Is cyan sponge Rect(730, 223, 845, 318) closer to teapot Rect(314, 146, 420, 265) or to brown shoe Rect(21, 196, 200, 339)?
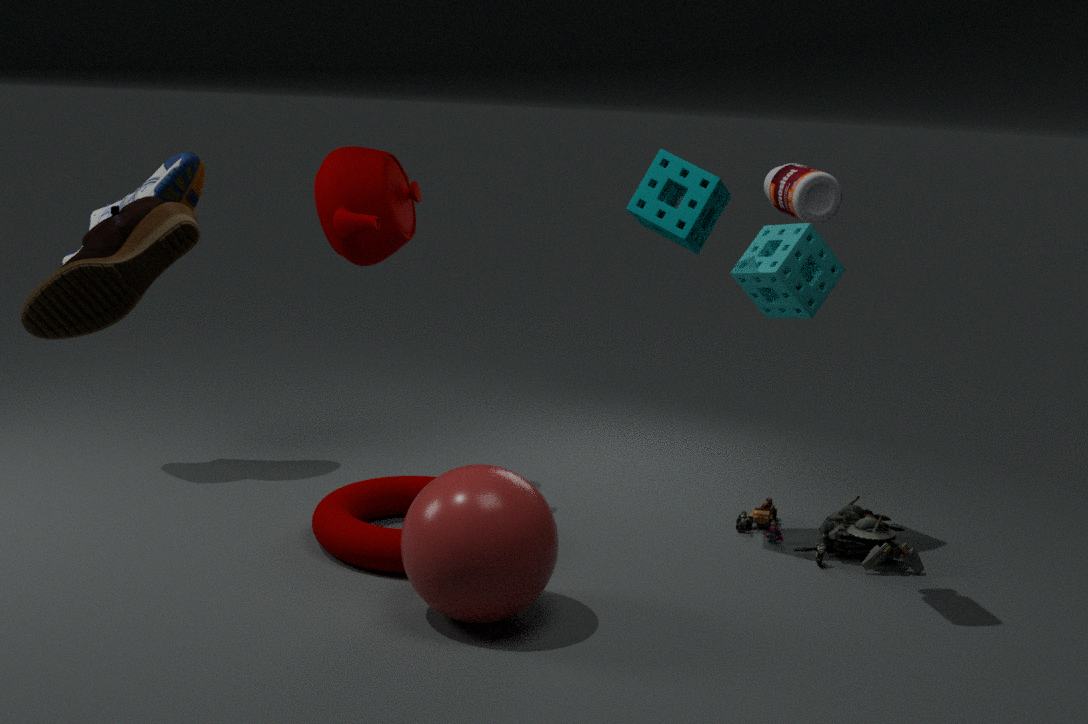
teapot Rect(314, 146, 420, 265)
